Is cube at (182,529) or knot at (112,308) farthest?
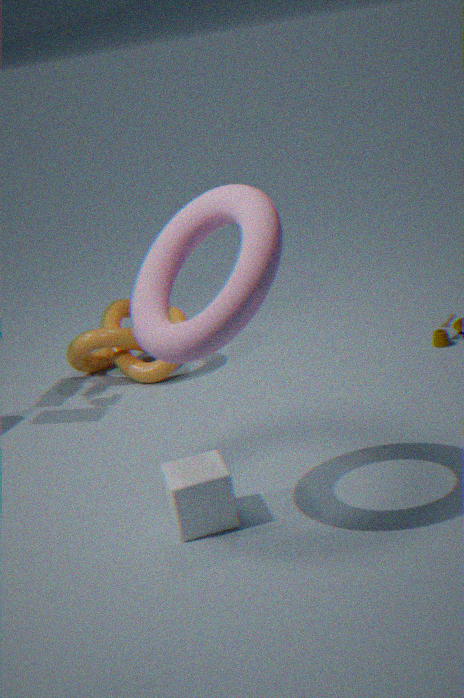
knot at (112,308)
